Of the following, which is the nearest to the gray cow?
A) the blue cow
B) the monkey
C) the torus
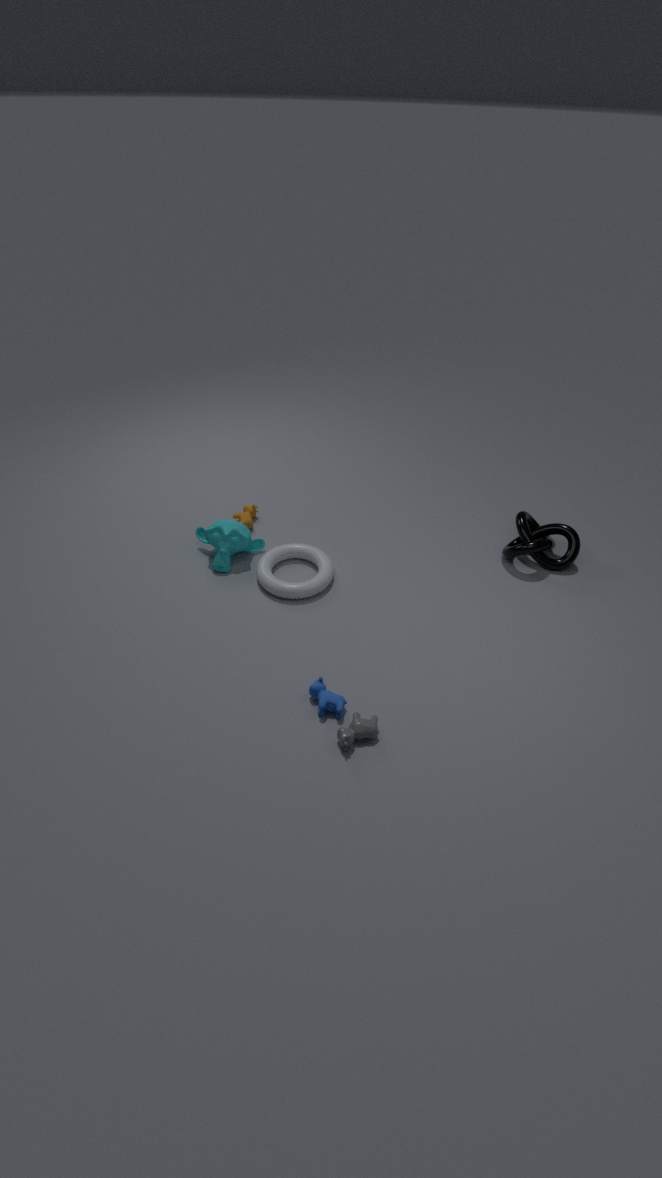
the blue cow
